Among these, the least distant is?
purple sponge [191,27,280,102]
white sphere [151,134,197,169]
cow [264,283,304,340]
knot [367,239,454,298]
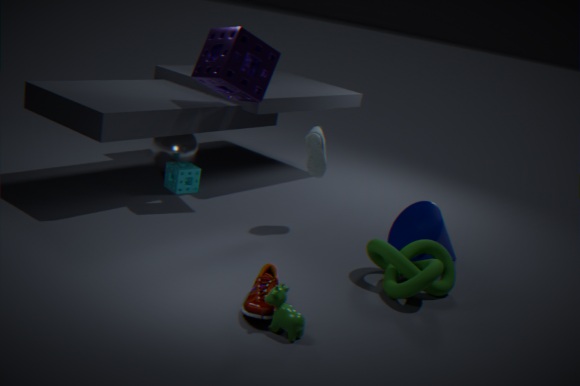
cow [264,283,304,340]
